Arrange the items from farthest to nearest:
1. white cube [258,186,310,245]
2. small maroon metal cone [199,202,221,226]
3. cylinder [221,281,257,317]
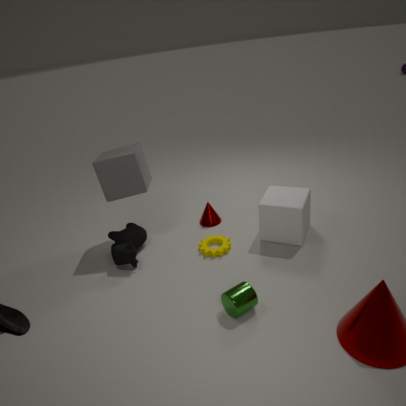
small maroon metal cone [199,202,221,226], white cube [258,186,310,245], cylinder [221,281,257,317]
